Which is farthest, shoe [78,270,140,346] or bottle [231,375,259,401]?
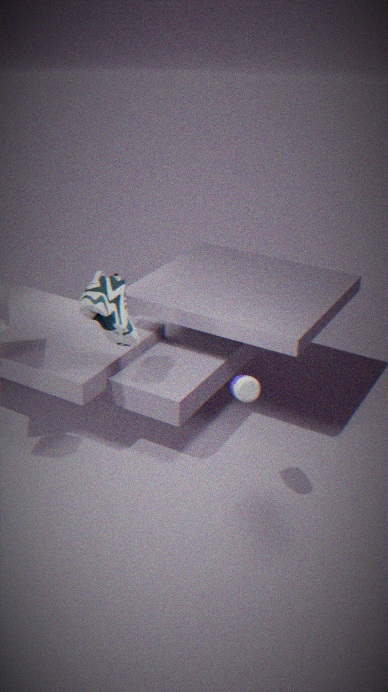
shoe [78,270,140,346]
